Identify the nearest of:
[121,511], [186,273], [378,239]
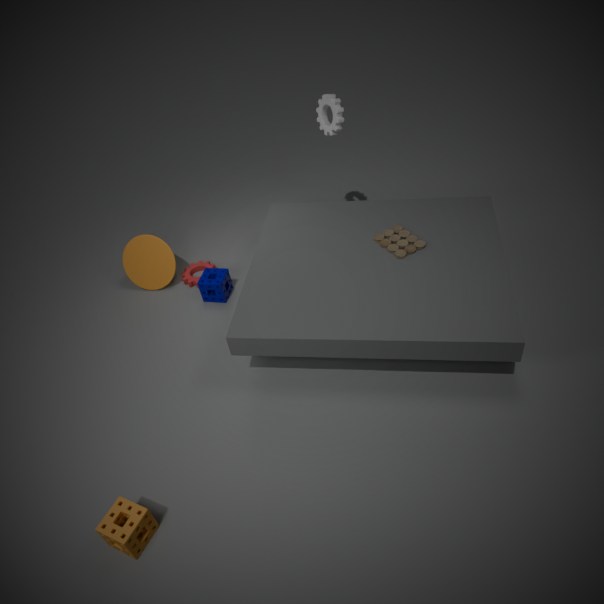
[121,511]
